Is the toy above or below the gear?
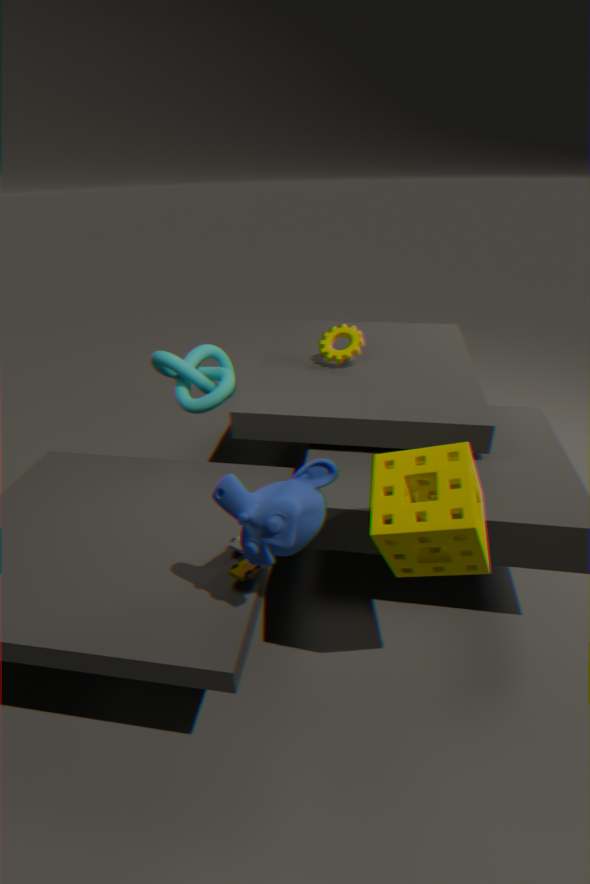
below
